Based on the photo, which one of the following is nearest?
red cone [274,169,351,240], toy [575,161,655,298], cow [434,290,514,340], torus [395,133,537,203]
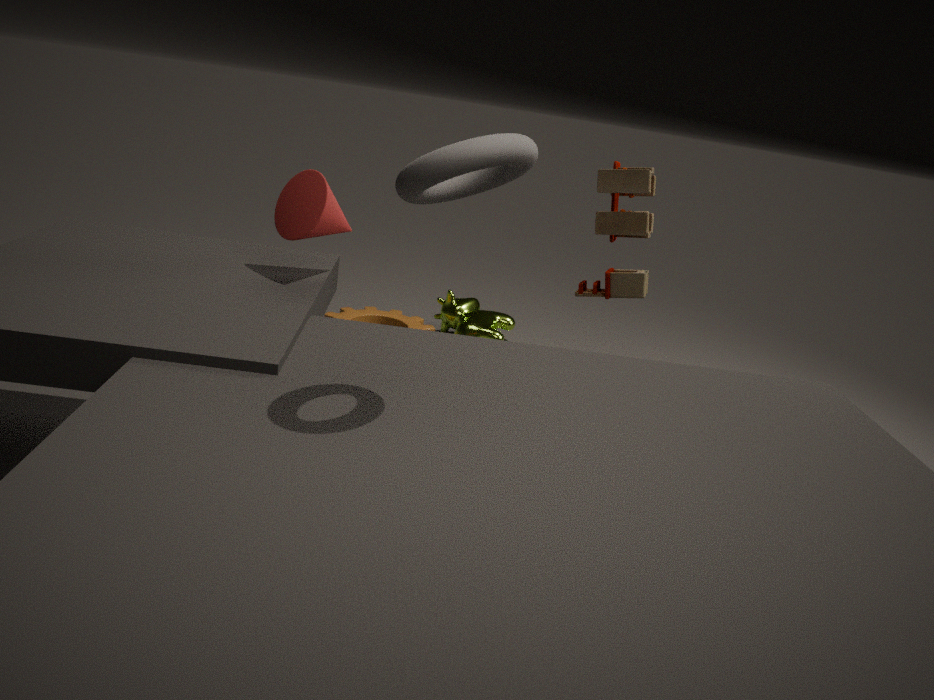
torus [395,133,537,203]
